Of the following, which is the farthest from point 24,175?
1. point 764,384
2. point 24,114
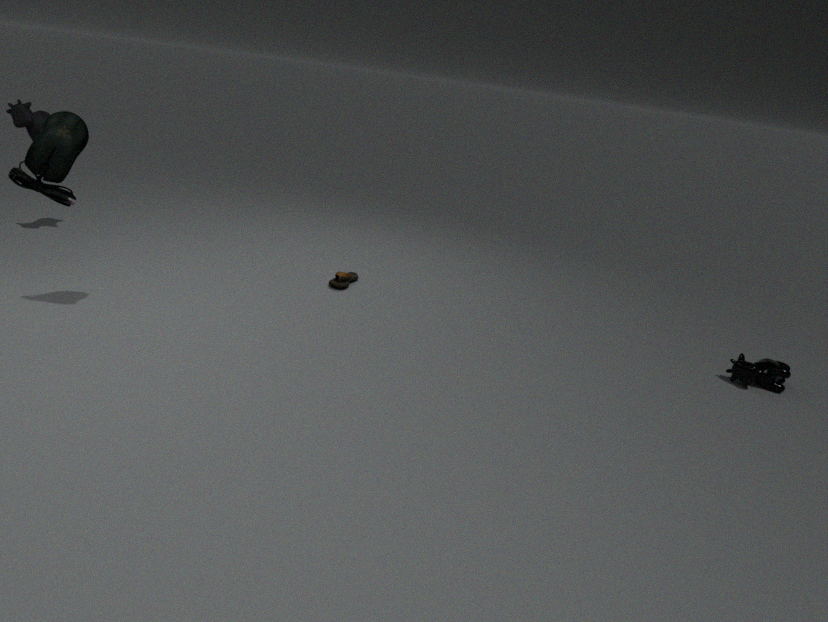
point 764,384
